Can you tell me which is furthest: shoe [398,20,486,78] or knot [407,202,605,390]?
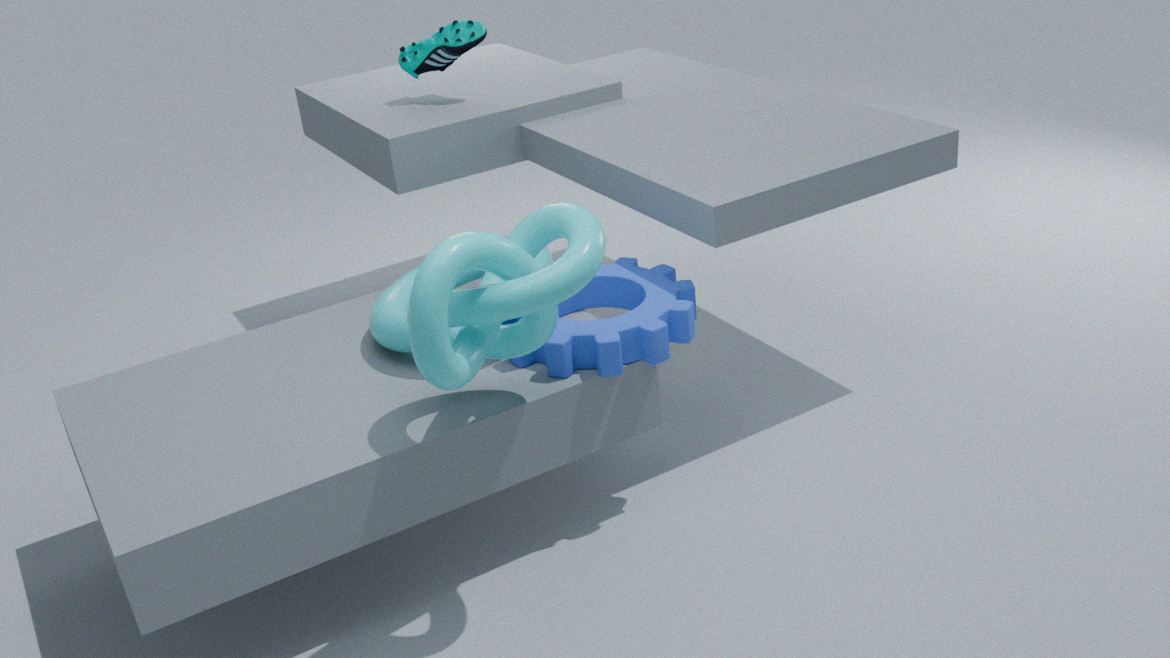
shoe [398,20,486,78]
